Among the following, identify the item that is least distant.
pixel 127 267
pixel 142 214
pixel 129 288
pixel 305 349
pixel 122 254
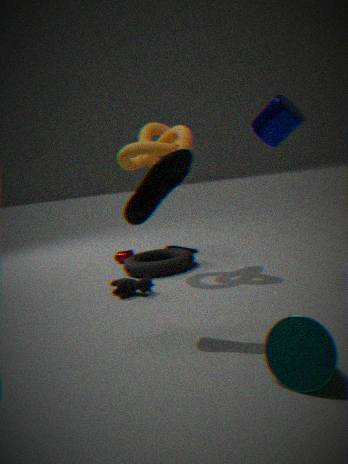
pixel 305 349
